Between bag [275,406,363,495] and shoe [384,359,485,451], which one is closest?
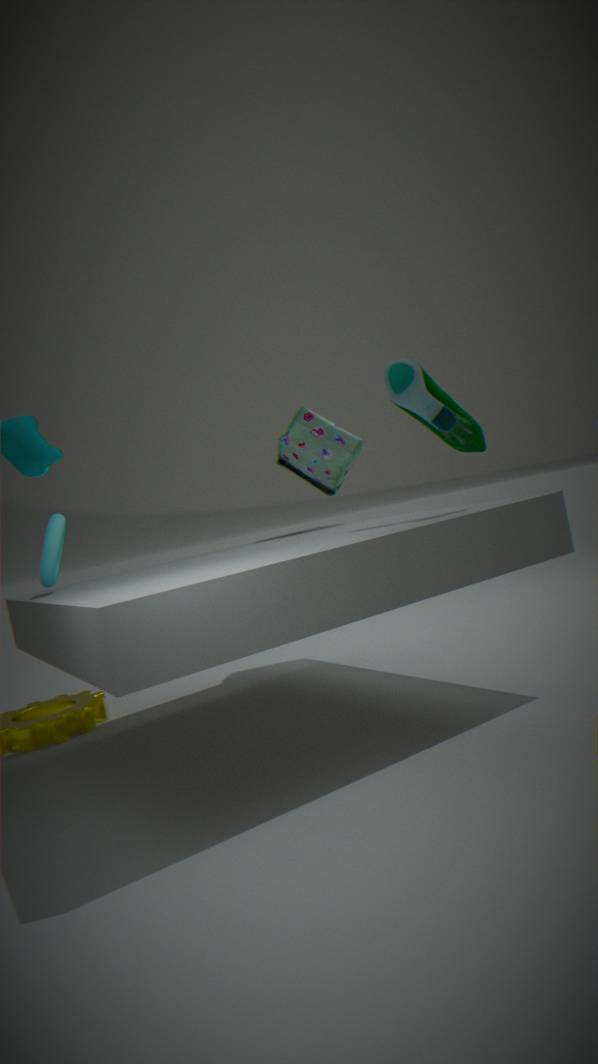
shoe [384,359,485,451]
